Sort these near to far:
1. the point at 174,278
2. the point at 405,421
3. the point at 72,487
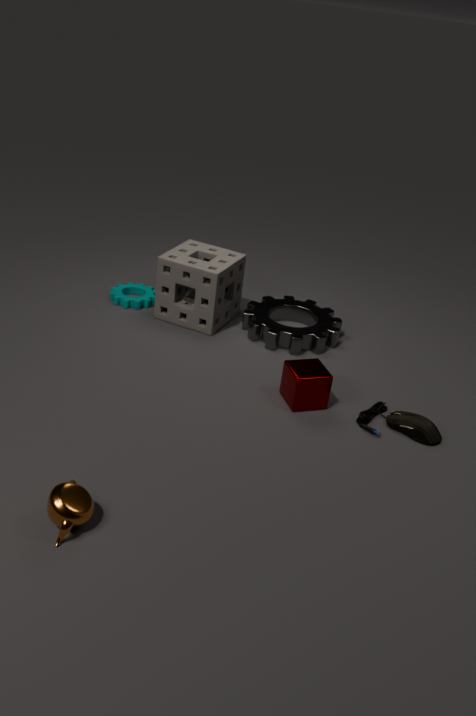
the point at 72,487 → the point at 405,421 → the point at 174,278
